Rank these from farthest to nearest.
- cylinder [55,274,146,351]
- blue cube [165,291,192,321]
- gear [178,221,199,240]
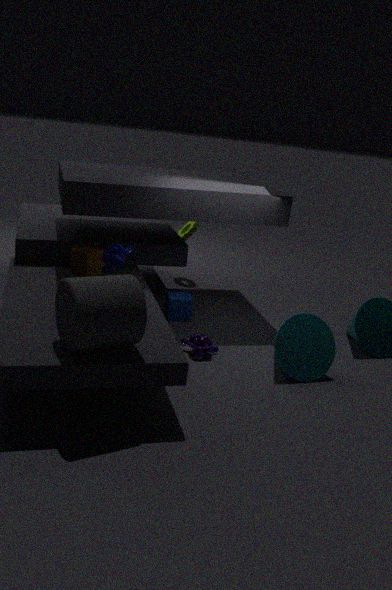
gear [178,221,199,240] → blue cube [165,291,192,321] → cylinder [55,274,146,351]
